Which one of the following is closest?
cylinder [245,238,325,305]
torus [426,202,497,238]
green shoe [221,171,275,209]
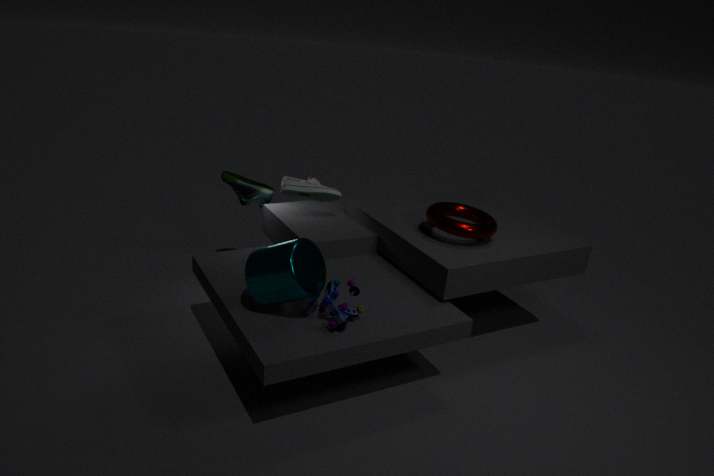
cylinder [245,238,325,305]
